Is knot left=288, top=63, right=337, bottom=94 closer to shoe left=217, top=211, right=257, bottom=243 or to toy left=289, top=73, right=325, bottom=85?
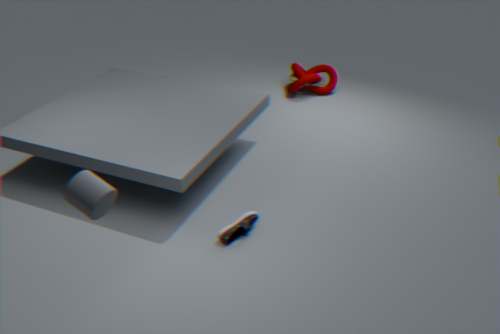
toy left=289, top=73, right=325, bottom=85
